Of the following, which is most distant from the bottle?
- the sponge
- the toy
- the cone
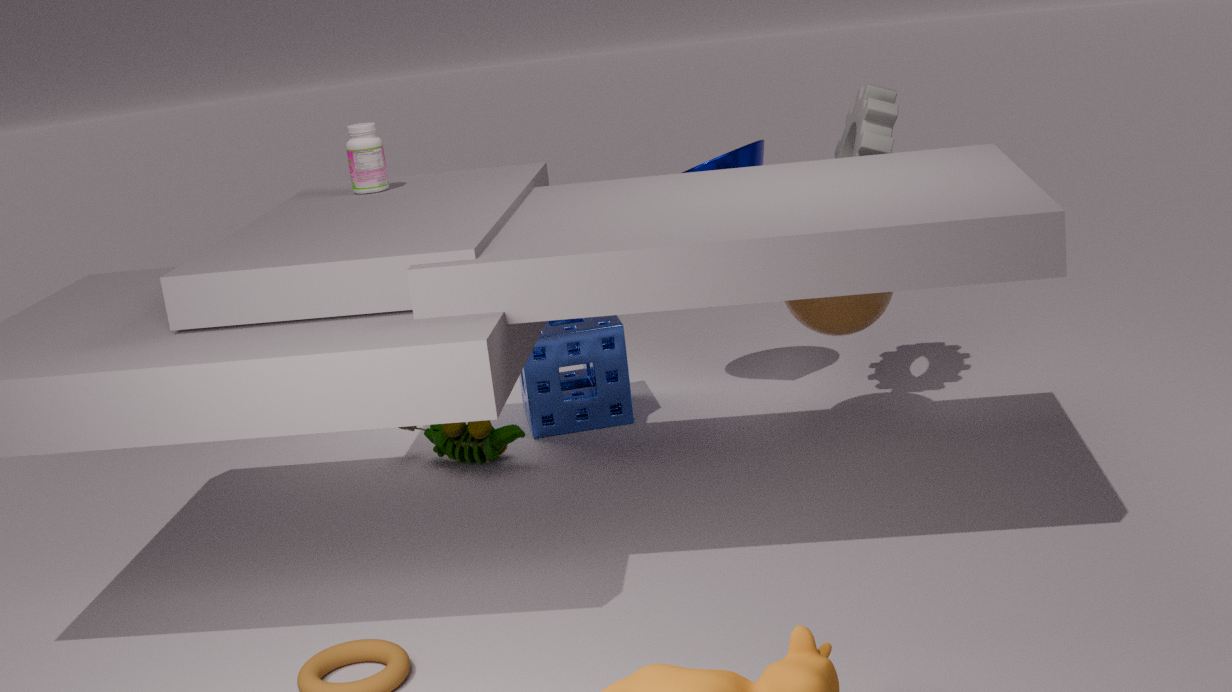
the cone
